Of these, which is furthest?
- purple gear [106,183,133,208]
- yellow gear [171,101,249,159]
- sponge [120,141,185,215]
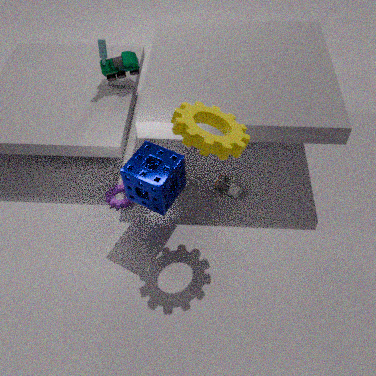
purple gear [106,183,133,208]
